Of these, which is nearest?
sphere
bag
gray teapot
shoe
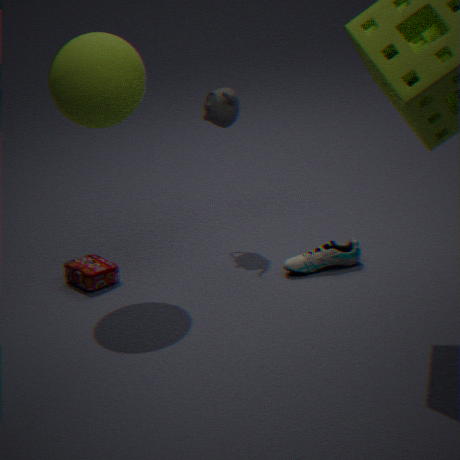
sphere
